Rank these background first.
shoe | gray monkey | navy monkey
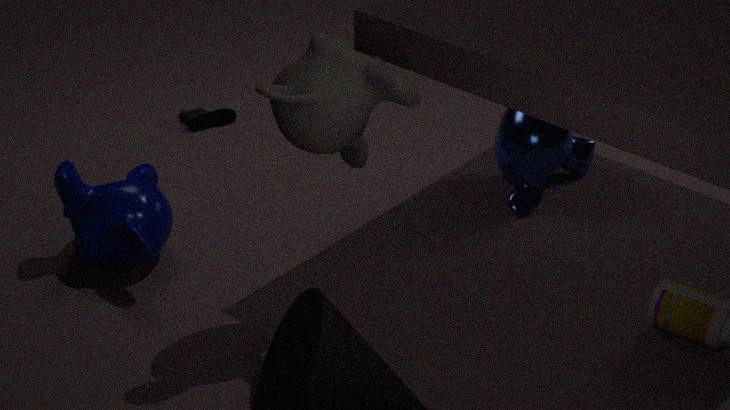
shoe, navy monkey, gray monkey
